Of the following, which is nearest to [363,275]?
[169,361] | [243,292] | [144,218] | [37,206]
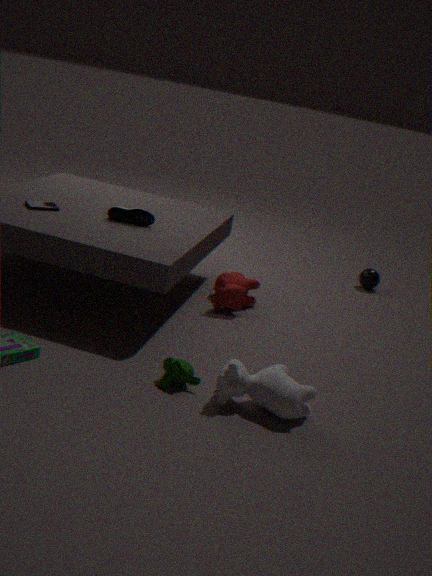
[243,292]
